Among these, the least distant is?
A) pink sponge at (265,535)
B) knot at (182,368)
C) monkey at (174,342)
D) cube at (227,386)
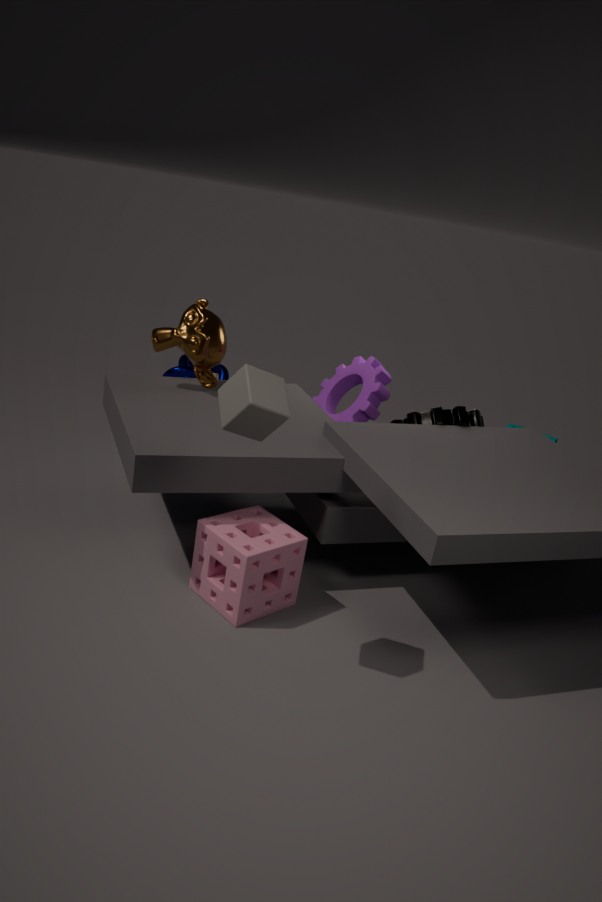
cube at (227,386)
